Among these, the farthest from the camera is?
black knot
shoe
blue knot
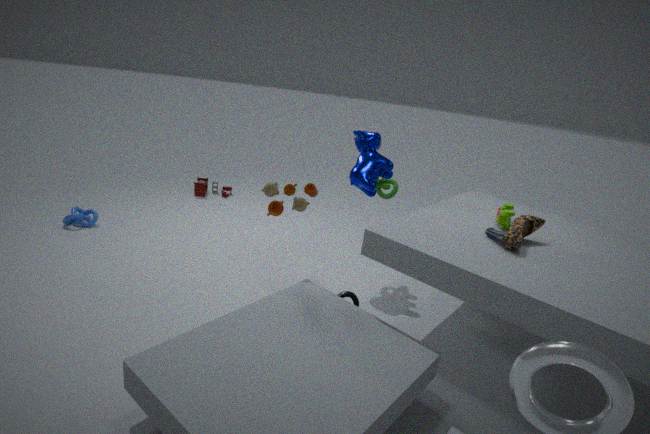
blue knot
